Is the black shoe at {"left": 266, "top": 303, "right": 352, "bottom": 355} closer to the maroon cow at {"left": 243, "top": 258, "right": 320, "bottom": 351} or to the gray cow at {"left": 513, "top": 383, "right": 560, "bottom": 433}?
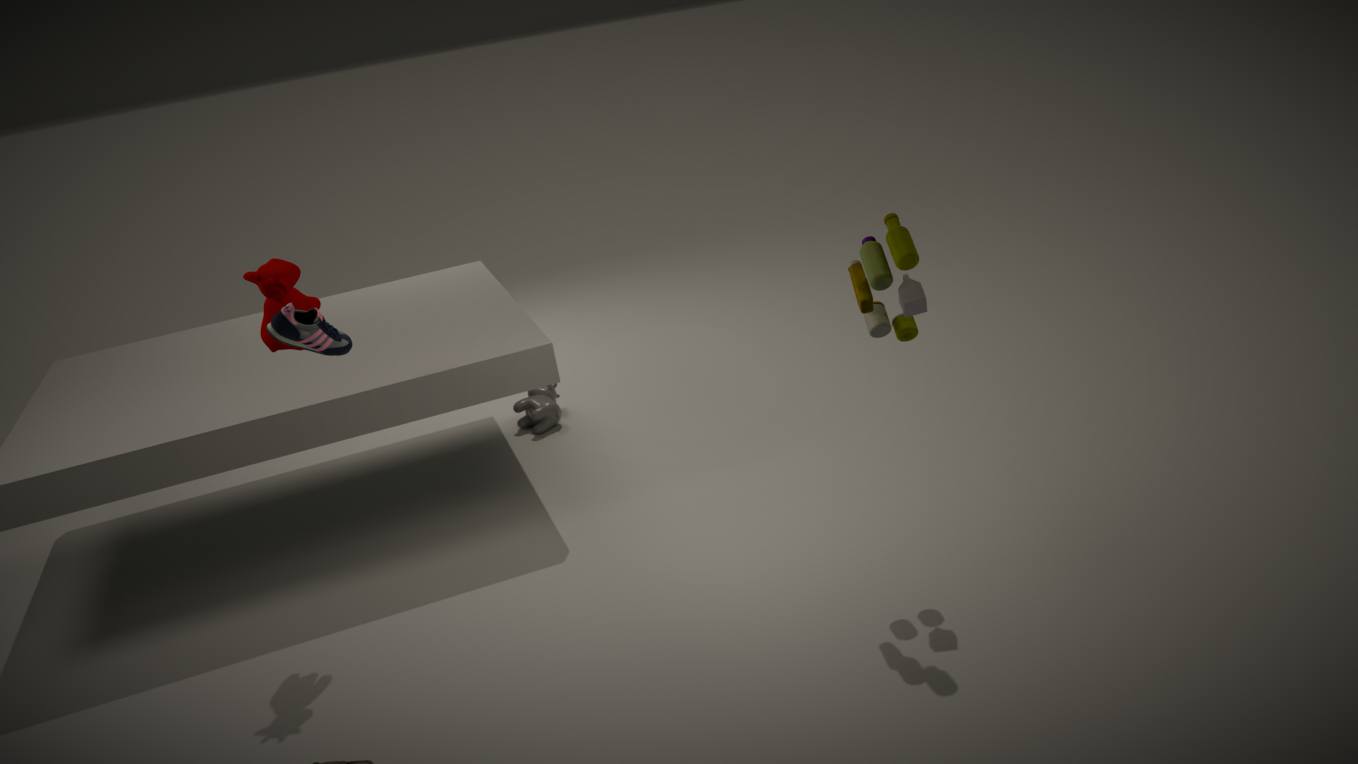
the maroon cow at {"left": 243, "top": 258, "right": 320, "bottom": 351}
